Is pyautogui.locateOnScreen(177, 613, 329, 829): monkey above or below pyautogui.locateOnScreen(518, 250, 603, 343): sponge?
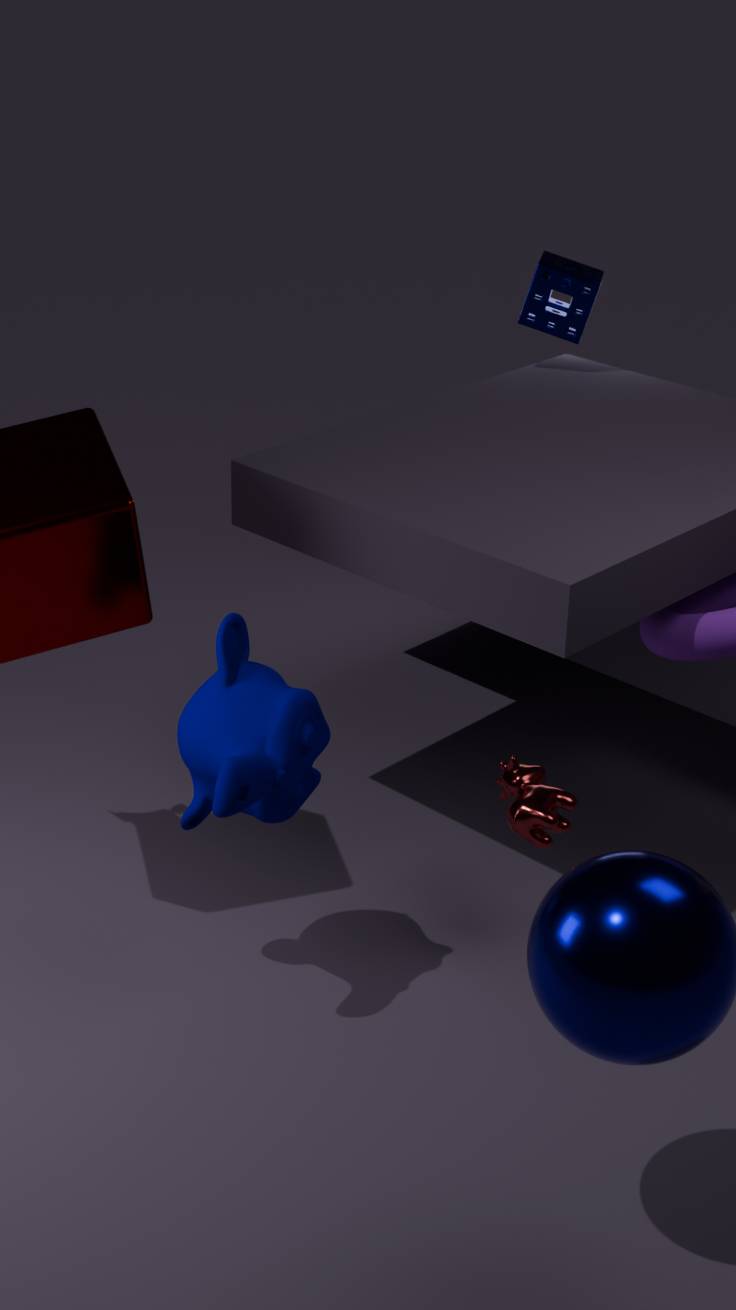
below
